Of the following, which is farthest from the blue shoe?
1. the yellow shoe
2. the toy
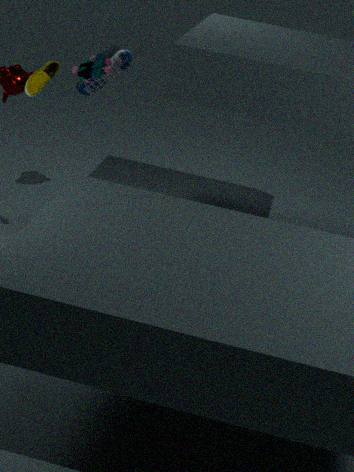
the yellow shoe
